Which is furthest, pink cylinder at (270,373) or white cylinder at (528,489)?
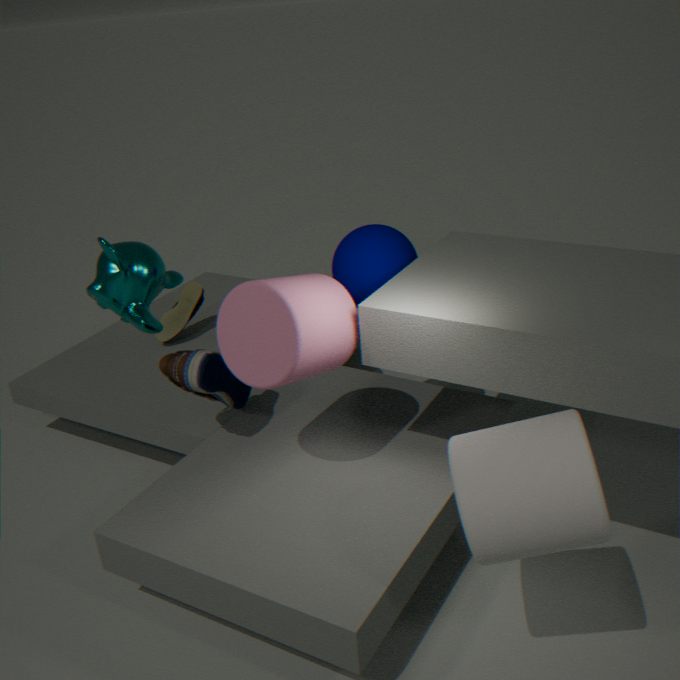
pink cylinder at (270,373)
